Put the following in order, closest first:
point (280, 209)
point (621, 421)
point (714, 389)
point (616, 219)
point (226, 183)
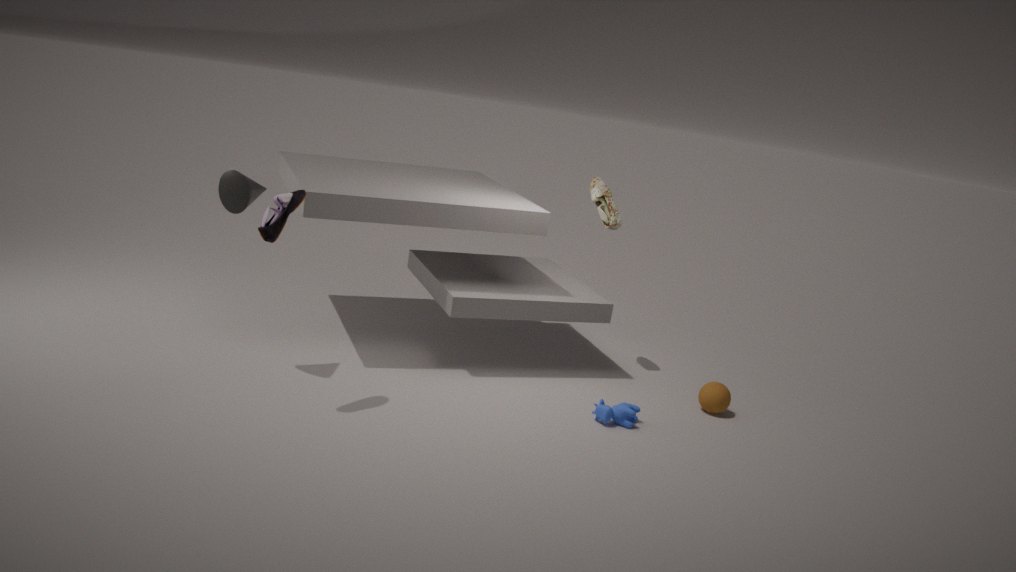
point (280, 209) → point (226, 183) → point (621, 421) → point (714, 389) → point (616, 219)
